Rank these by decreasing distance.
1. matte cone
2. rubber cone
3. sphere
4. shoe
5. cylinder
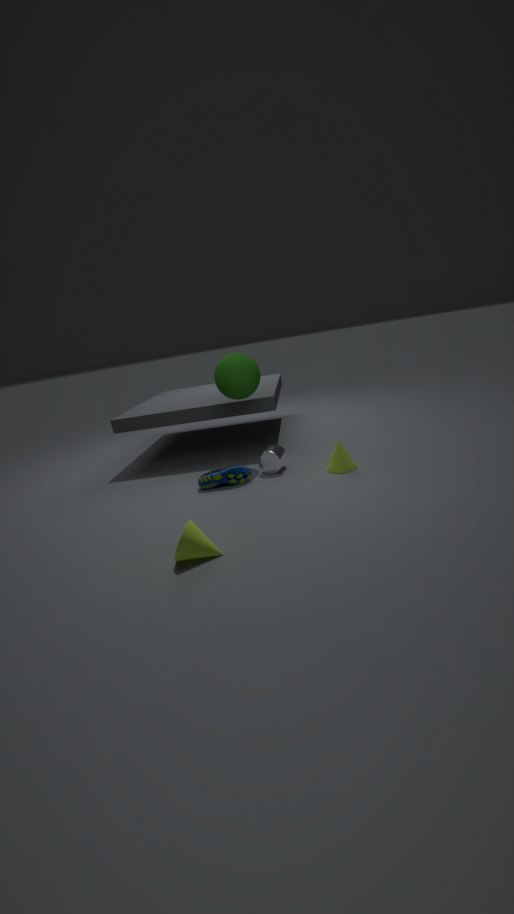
sphere
cylinder
shoe
rubber cone
matte cone
